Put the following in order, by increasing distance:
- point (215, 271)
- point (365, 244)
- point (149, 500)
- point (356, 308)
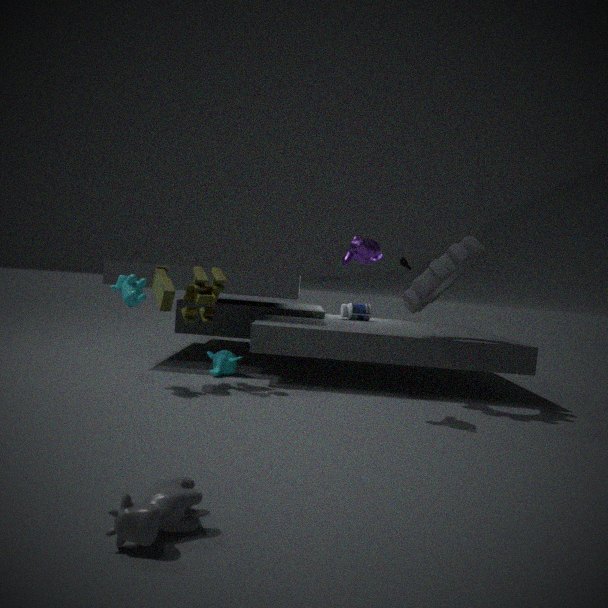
point (149, 500) < point (365, 244) < point (215, 271) < point (356, 308)
